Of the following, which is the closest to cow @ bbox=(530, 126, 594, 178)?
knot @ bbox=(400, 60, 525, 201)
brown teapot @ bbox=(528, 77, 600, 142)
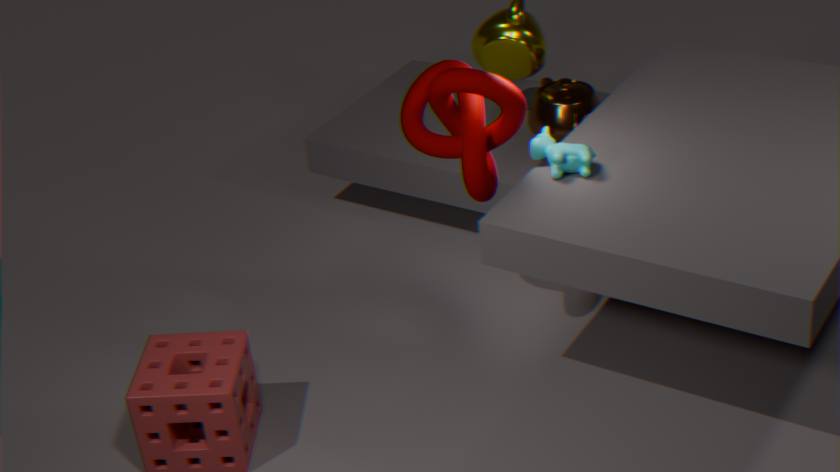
knot @ bbox=(400, 60, 525, 201)
